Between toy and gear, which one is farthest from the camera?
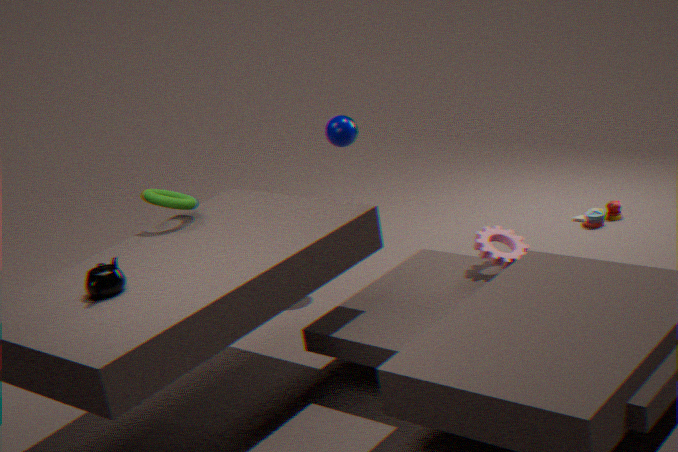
toy
